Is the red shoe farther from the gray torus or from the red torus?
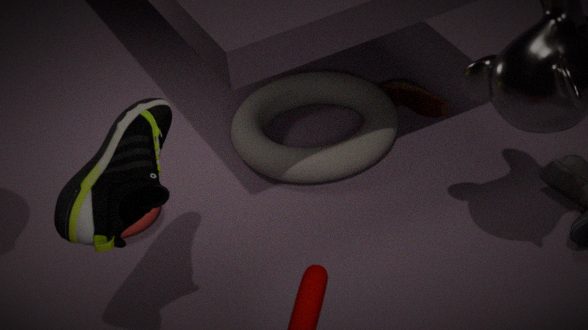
the red torus
